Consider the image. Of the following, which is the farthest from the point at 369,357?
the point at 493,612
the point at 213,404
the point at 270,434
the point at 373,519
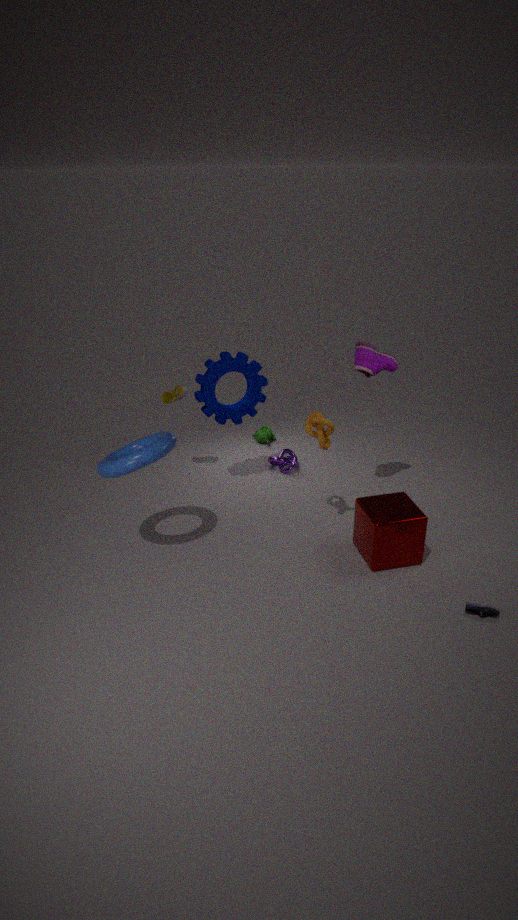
the point at 493,612
